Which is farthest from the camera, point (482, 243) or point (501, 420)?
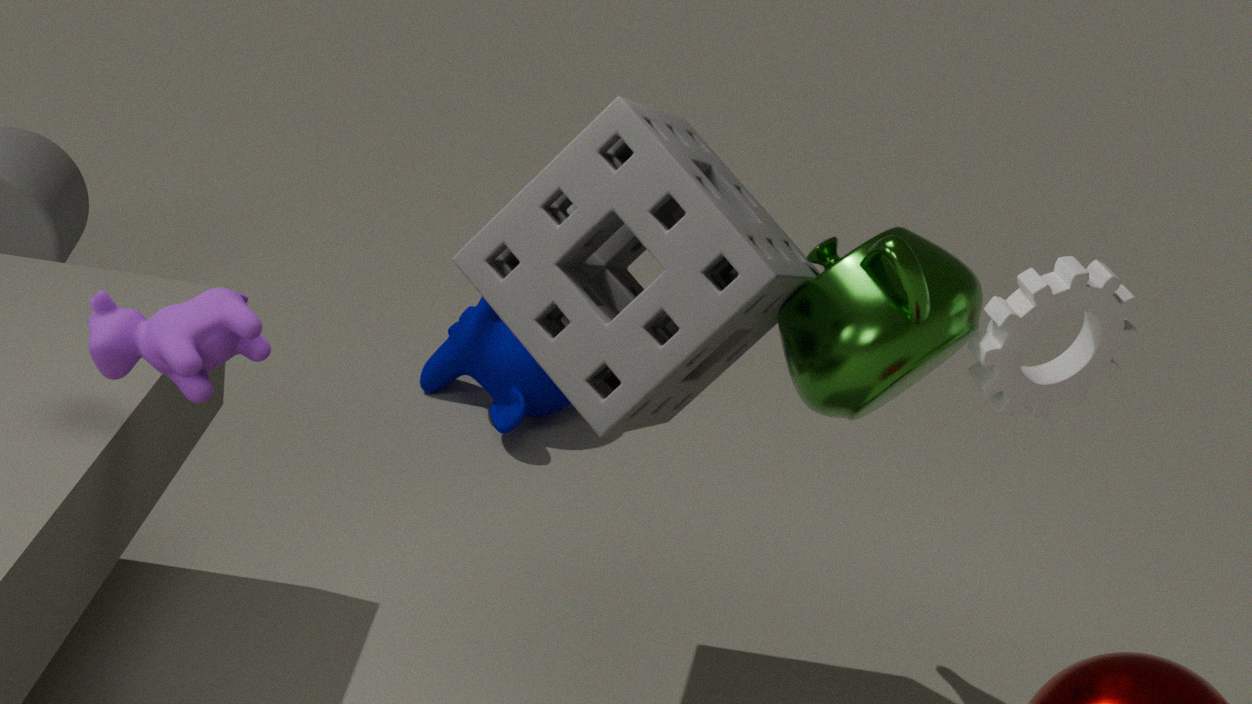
point (501, 420)
